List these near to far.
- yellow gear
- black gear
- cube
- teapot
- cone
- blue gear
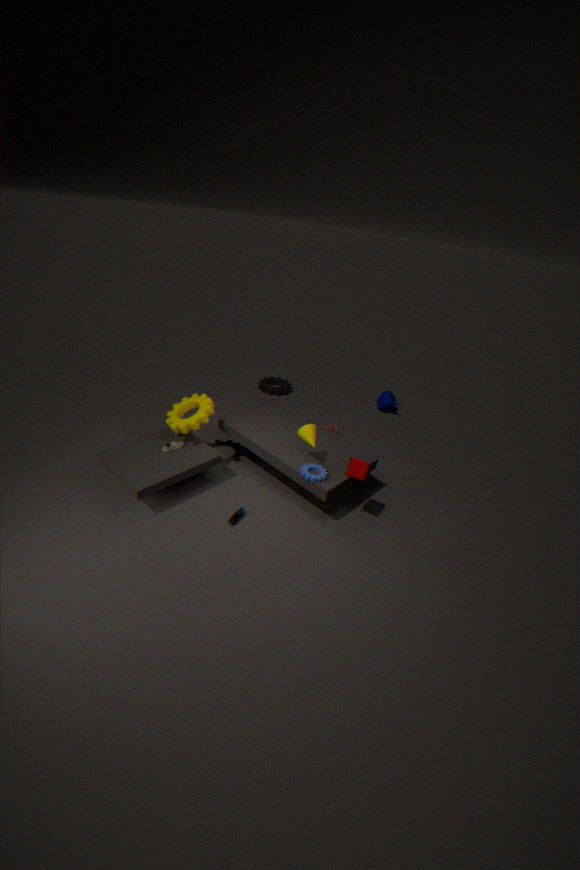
cube, blue gear, cone, yellow gear, teapot, black gear
